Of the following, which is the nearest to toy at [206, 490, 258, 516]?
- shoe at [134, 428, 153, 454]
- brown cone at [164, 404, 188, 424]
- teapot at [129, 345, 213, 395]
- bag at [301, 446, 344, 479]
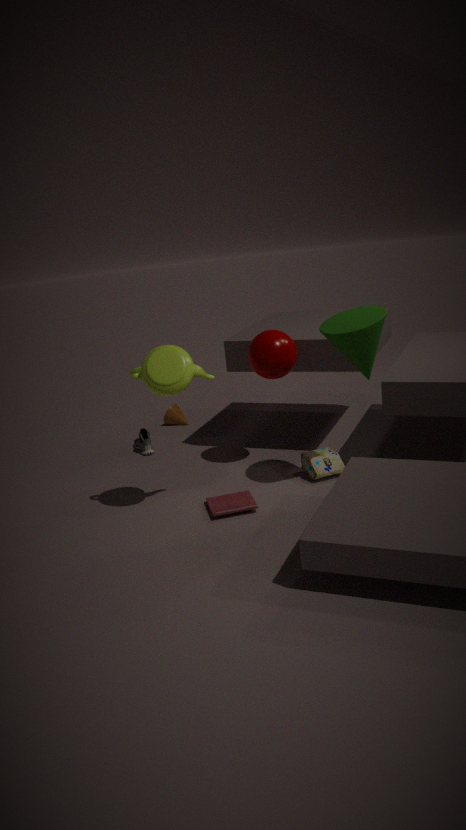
bag at [301, 446, 344, 479]
